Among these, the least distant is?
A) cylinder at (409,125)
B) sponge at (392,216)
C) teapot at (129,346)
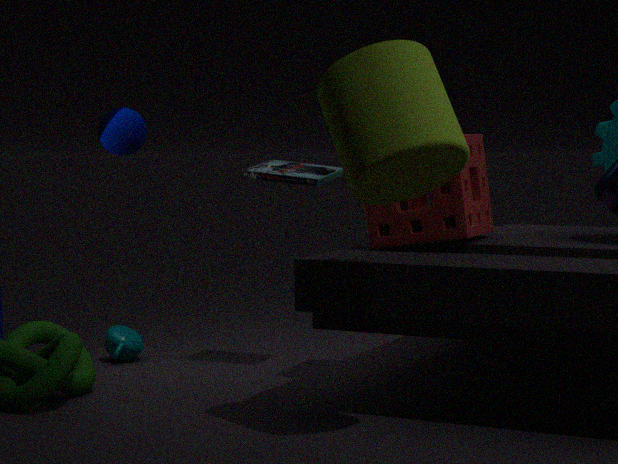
cylinder at (409,125)
